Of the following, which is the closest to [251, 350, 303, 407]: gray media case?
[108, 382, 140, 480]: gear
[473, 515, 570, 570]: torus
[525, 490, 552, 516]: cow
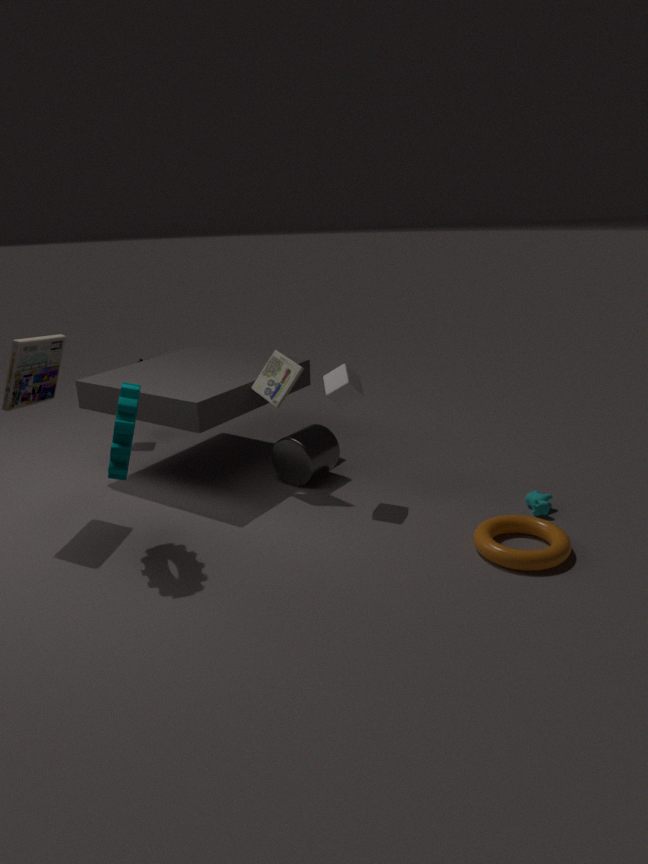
[108, 382, 140, 480]: gear
